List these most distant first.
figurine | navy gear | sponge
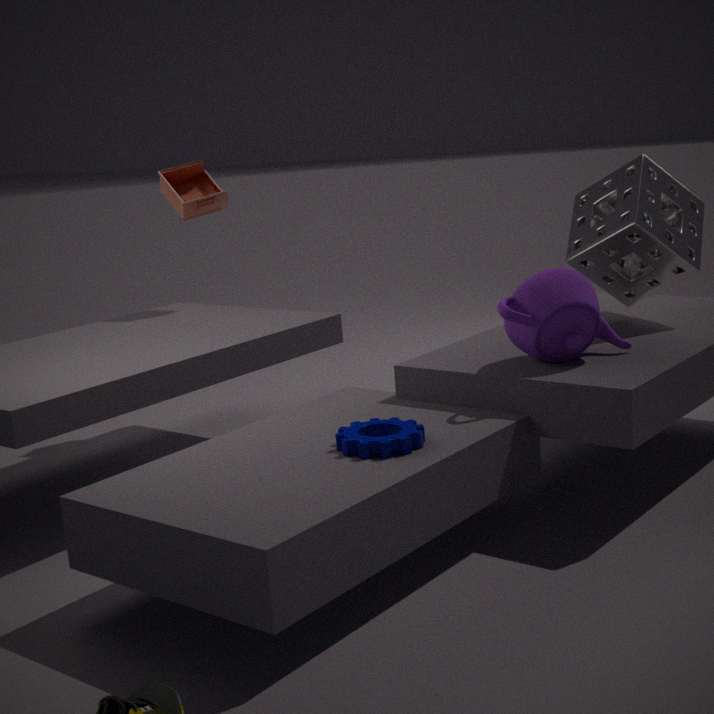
figurine, sponge, navy gear
